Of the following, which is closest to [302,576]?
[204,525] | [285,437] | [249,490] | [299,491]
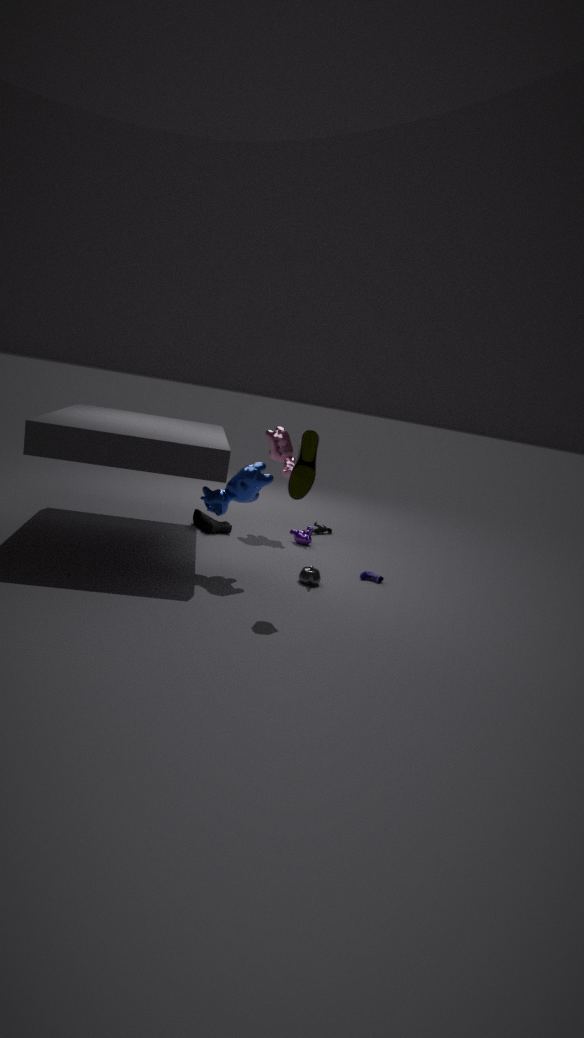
[249,490]
